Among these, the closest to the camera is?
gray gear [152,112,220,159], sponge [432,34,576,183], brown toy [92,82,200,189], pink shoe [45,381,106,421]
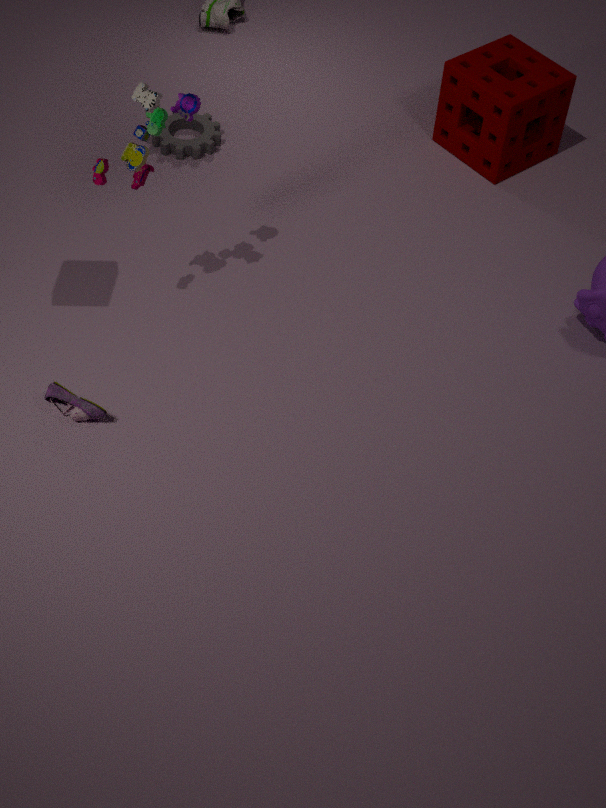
brown toy [92,82,200,189]
